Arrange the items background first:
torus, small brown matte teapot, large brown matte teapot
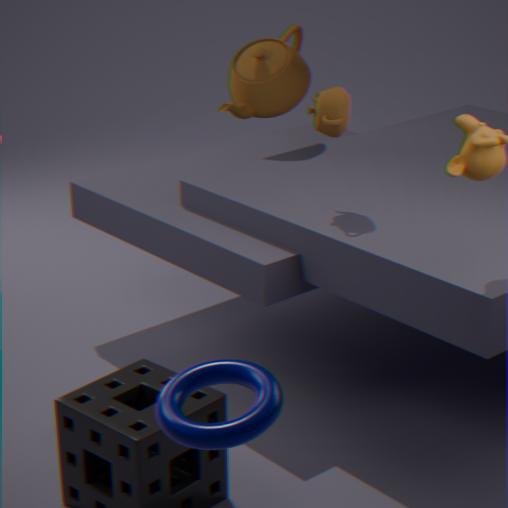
large brown matte teapot
small brown matte teapot
torus
